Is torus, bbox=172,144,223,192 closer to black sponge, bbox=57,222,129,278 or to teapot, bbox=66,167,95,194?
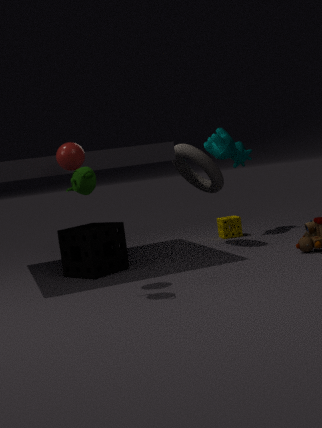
black sponge, bbox=57,222,129,278
